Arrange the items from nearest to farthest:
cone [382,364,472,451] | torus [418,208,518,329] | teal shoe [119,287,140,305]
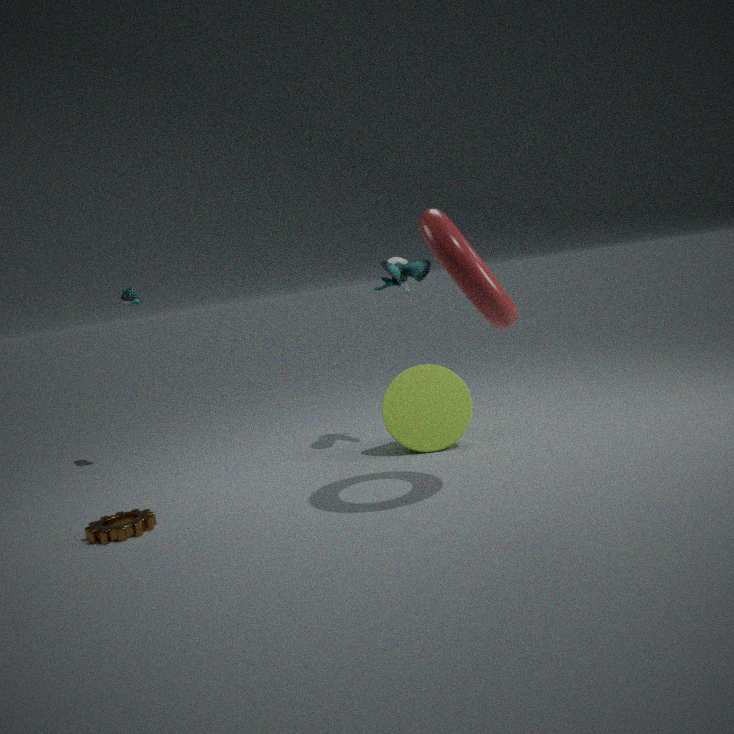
torus [418,208,518,329] < cone [382,364,472,451] < teal shoe [119,287,140,305]
